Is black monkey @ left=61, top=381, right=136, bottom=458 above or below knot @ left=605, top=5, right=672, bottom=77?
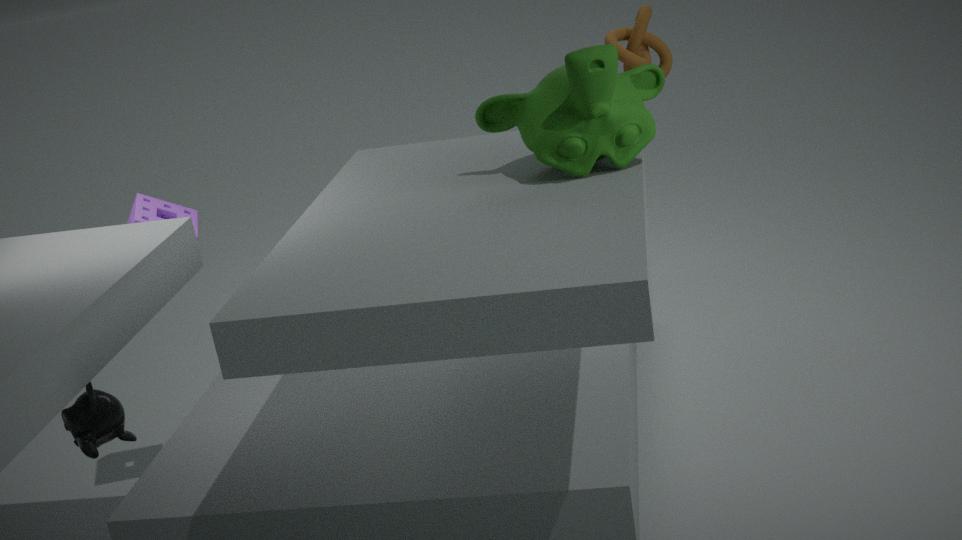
below
